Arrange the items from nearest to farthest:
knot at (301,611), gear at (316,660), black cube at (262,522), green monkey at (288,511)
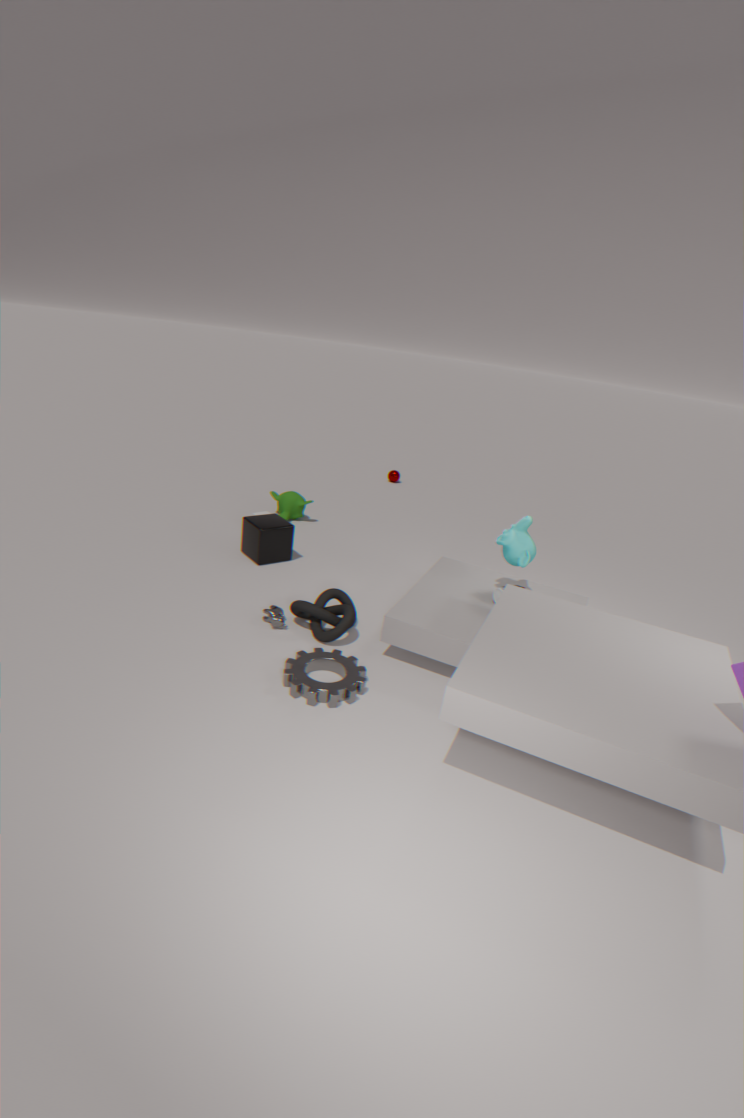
gear at (316,660)
knot at (301,611)
black cube at (262,522)
green monkey at (288,511)
